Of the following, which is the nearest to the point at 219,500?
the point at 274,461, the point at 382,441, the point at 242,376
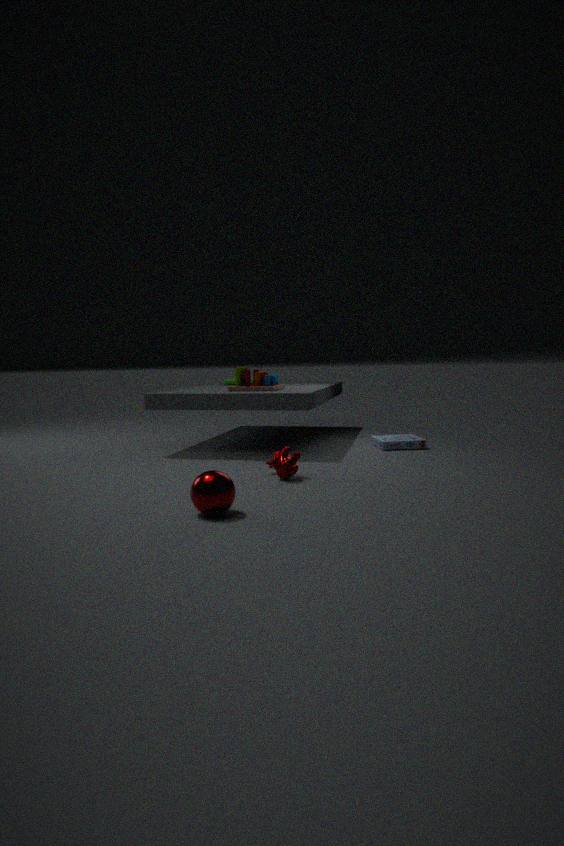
the point at 274,461
